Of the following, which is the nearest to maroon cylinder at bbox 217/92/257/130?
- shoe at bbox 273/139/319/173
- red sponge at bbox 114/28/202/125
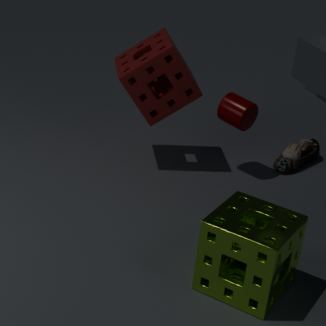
red sponge at bbox 114/28/202/125
